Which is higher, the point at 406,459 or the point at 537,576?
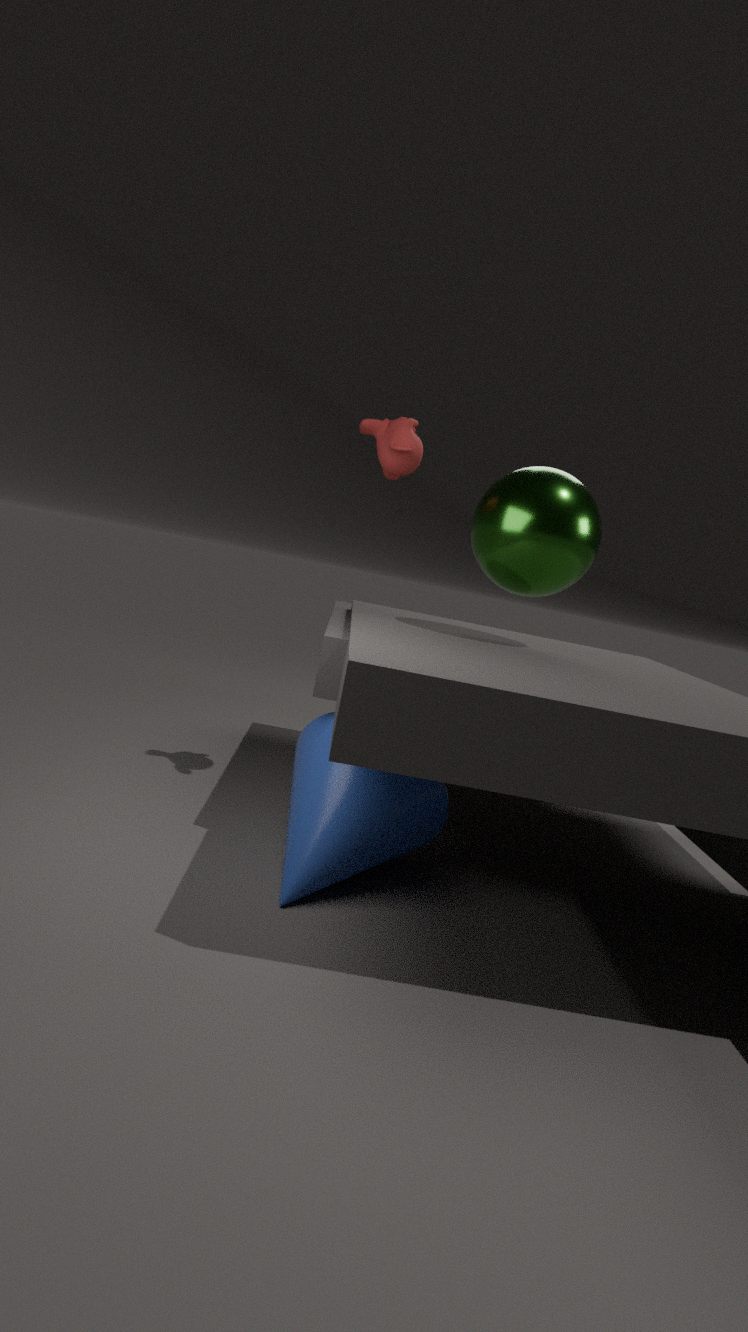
the point at 406,459
